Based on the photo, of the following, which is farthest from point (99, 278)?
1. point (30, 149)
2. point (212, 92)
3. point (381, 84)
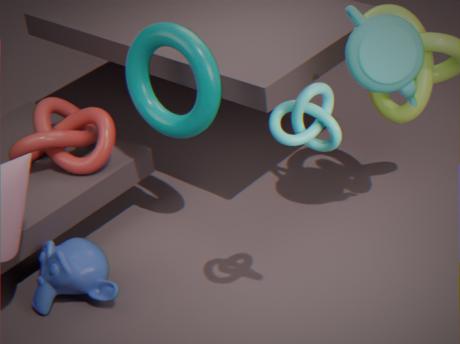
point (381, 84)
